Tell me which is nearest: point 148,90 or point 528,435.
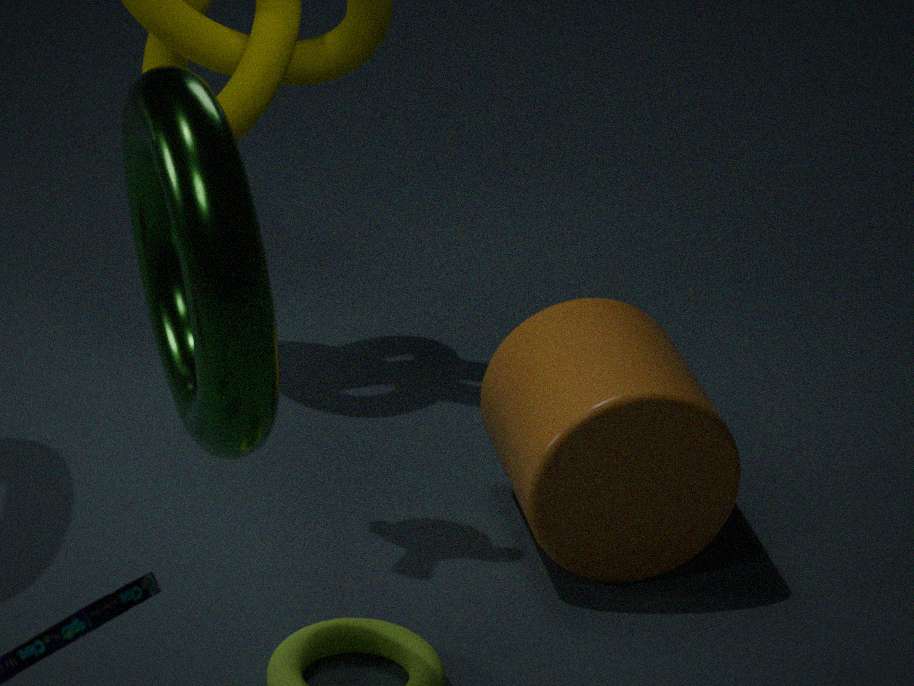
point 148,90
